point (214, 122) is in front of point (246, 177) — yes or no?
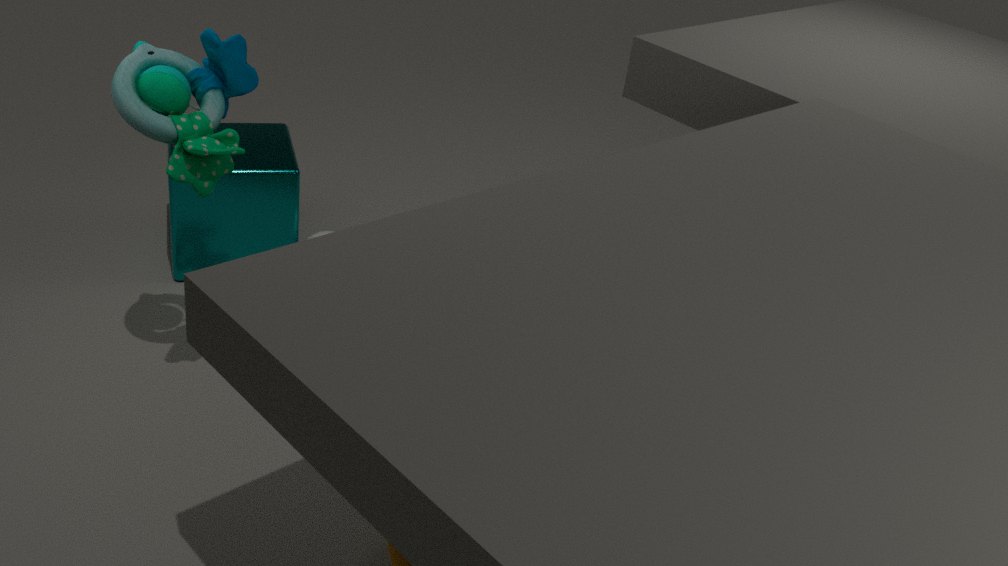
Yes
